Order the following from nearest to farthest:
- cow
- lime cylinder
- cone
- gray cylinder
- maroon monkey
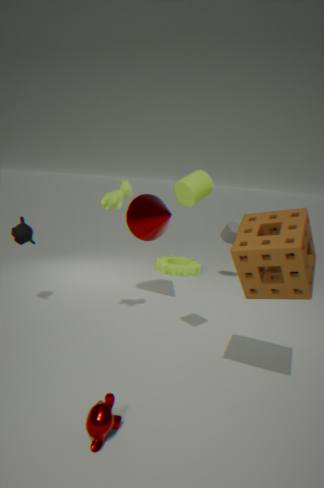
1. maroon monkey
2. lime cylinder
3. cow
4. cone
5. gray cylinder
